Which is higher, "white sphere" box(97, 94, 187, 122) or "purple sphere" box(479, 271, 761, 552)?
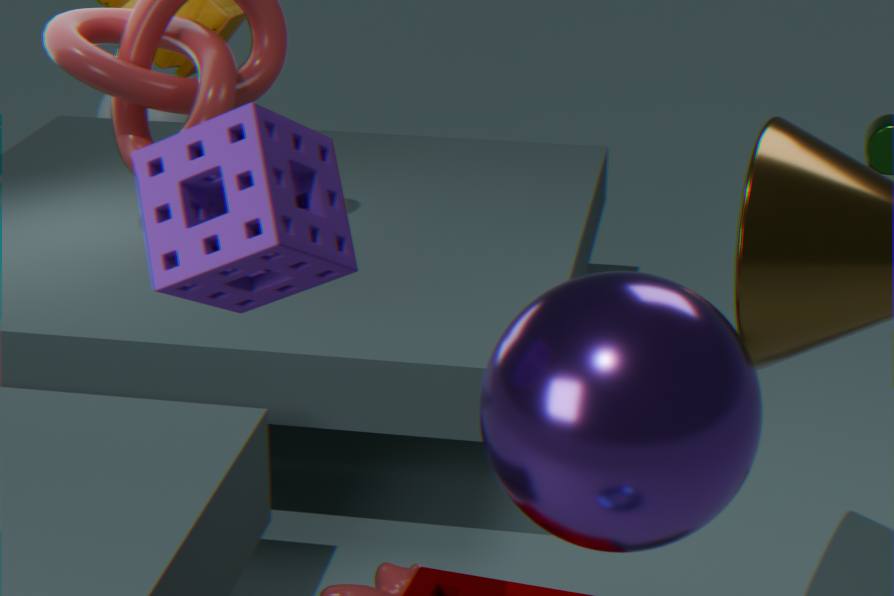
"purple sphere" box(479, 271, 761, 552)
